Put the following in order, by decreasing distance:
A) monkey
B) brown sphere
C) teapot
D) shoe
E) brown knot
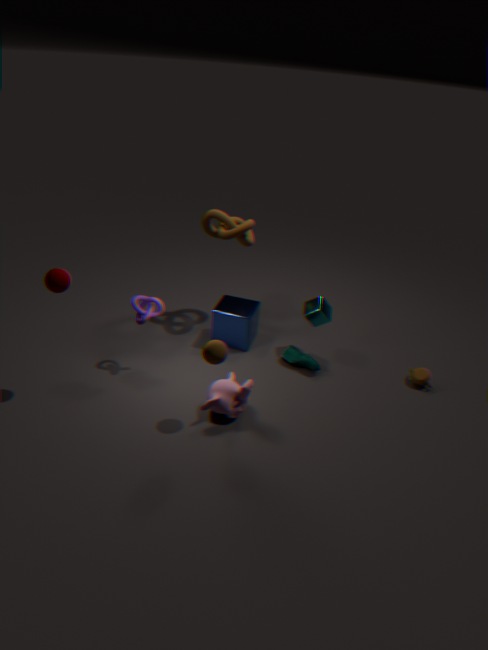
1. brown knot
2. shoe
3. teapot
4. monkey
5. brown sphere
